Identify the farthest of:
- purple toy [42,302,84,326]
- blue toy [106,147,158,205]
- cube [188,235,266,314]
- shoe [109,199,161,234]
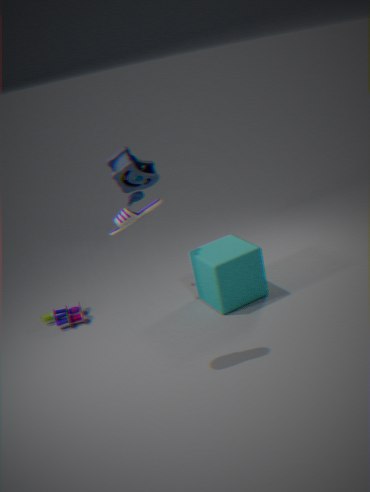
purple toy [42,302,84,326]
